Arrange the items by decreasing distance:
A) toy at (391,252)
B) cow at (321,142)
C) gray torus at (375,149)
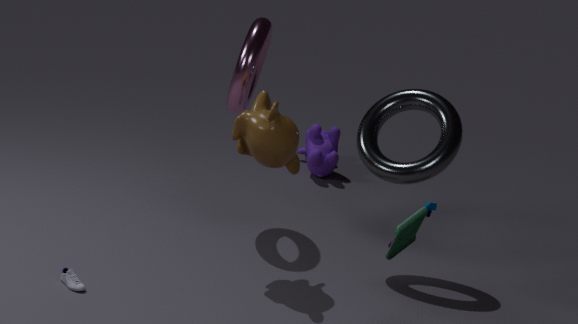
cow at (321,142) < gray torus at (375,149) < toy at (391,252)
